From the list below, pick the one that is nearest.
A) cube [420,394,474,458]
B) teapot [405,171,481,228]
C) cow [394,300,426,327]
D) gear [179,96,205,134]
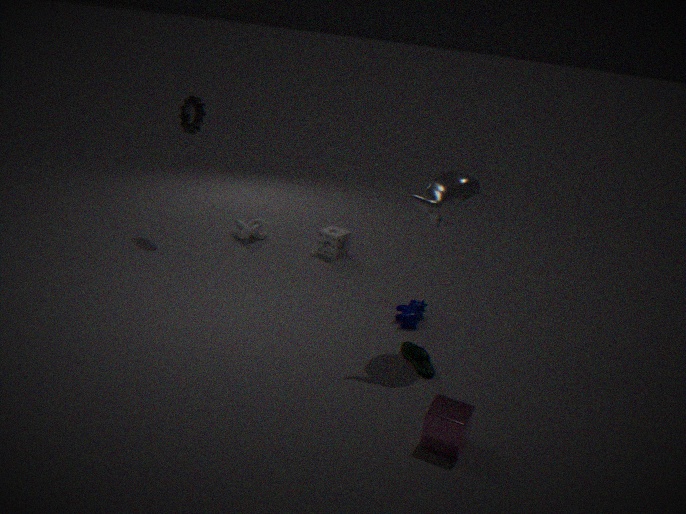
cube [420,394,474,458]
